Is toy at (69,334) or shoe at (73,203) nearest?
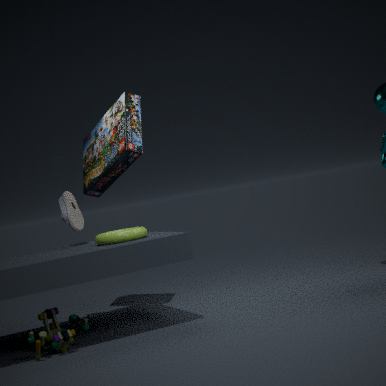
toy at (69,334)
